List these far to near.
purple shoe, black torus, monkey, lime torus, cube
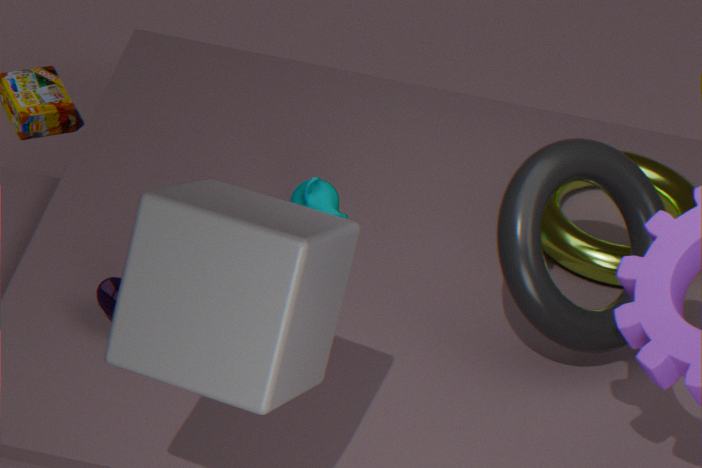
lime torus < monkey < purple shoe < black torus < cube
